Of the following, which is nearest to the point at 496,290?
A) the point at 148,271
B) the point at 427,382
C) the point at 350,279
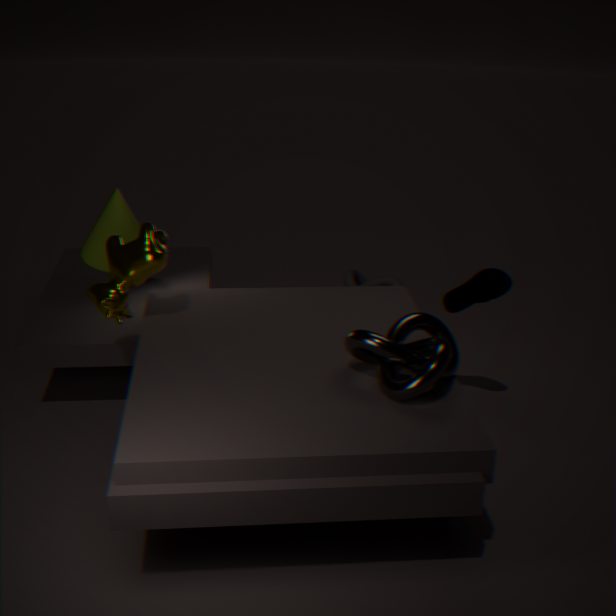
the point at 427,382
